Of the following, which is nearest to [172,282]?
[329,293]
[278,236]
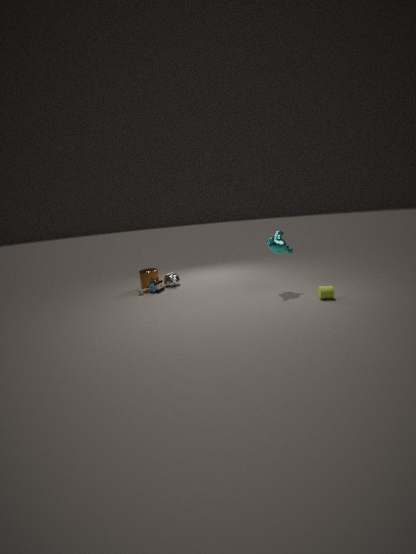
[278,236]
